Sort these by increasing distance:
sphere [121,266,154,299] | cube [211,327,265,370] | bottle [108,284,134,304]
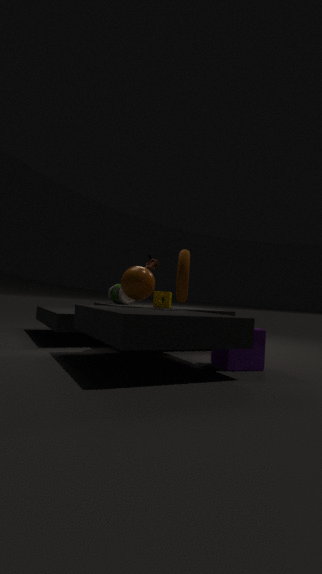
cube [211,327,265,370]
sphere [121,266,154,299]
bottle [108,284,134,304]
